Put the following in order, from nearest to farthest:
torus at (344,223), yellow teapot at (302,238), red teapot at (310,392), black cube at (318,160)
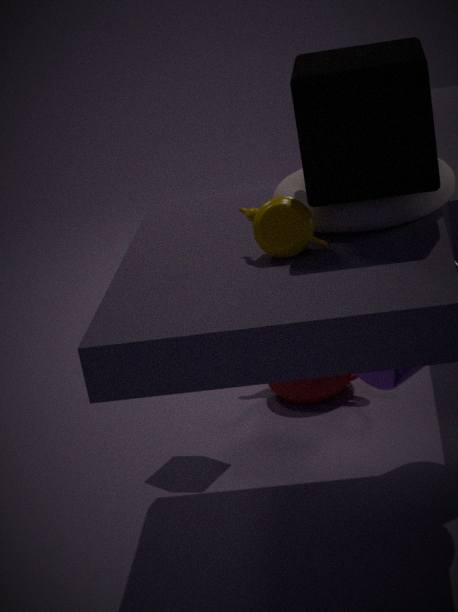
black cube at (318,160) < yellow teapot at (302,238) < torus at (344,223) < red teapot at (310,392)
